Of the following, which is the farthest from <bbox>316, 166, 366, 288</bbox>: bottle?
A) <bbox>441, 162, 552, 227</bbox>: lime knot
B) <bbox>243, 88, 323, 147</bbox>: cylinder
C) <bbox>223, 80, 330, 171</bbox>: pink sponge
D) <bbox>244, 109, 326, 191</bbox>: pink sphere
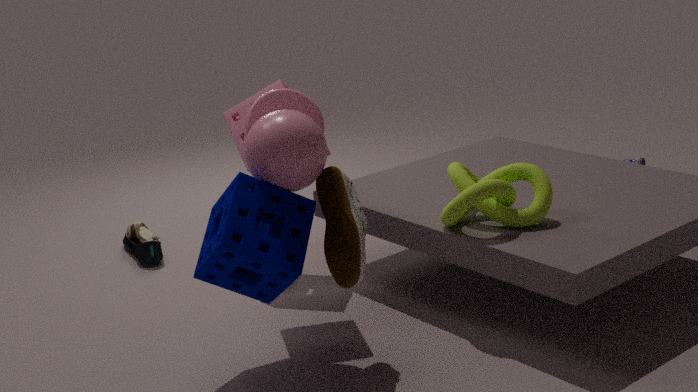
<bbox>223, 80, 330, 171</bbox>: pink sponge
